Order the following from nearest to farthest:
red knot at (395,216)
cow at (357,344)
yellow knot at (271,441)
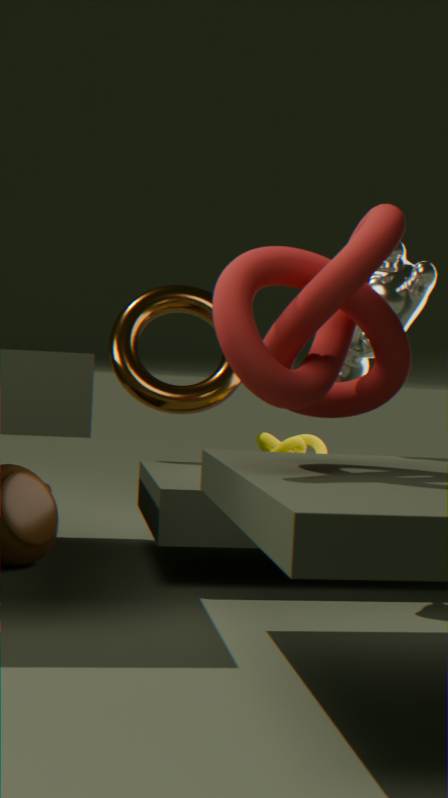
red knot at (395,216)
cow at (357,344)
yellow knot at (271,441)
